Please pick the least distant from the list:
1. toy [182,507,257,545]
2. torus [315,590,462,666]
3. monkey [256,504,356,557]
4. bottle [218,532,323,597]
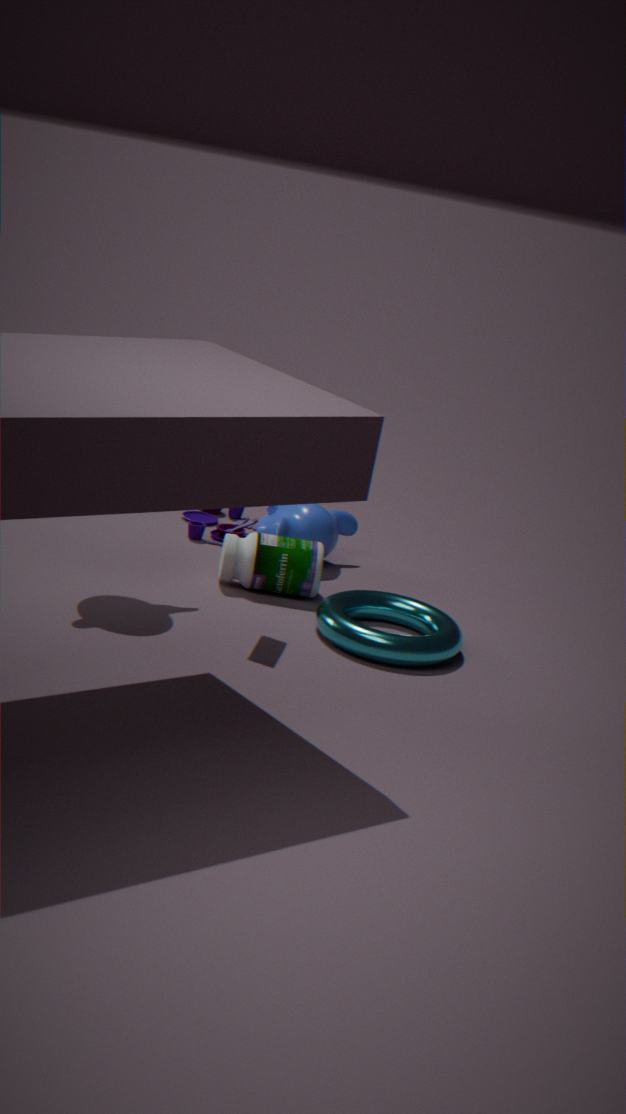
torus [315,590,462,666]
